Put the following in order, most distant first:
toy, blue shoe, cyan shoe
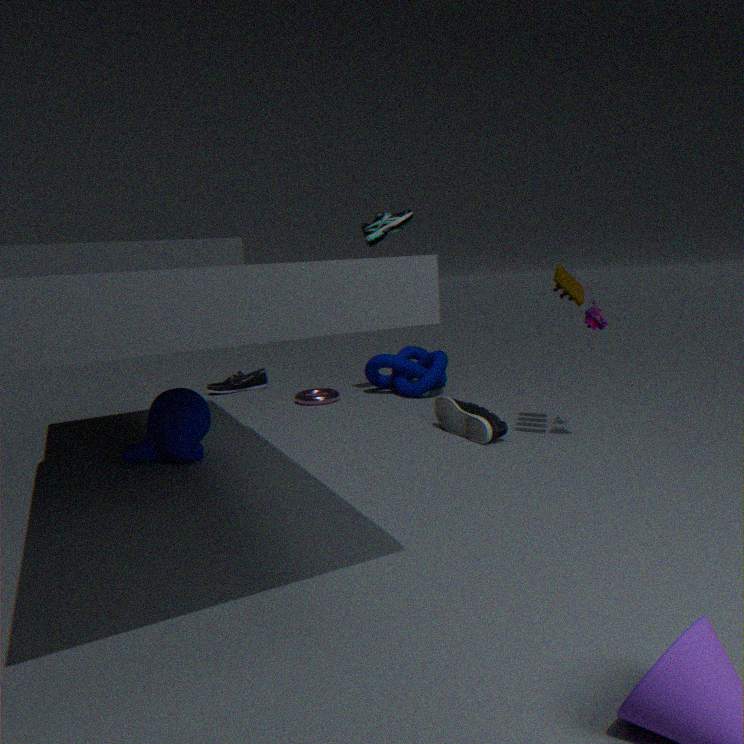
blue shoe → cyan shoe → toy
